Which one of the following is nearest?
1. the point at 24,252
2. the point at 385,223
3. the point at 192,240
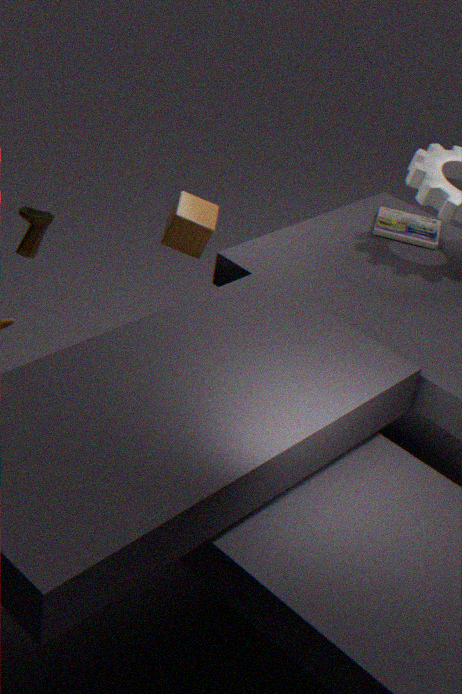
the point at 24,252
